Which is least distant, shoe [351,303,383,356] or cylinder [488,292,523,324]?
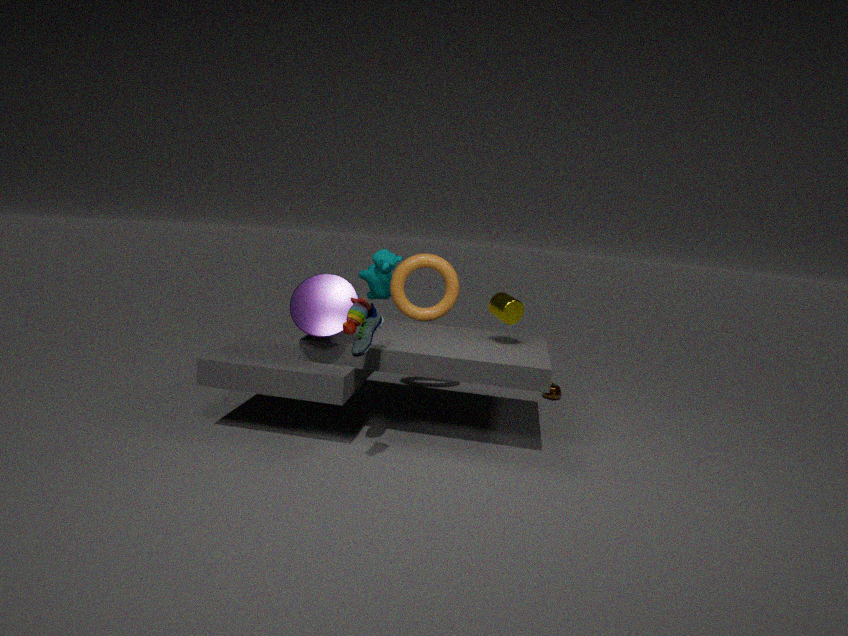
shoe [351,303,383,356]
